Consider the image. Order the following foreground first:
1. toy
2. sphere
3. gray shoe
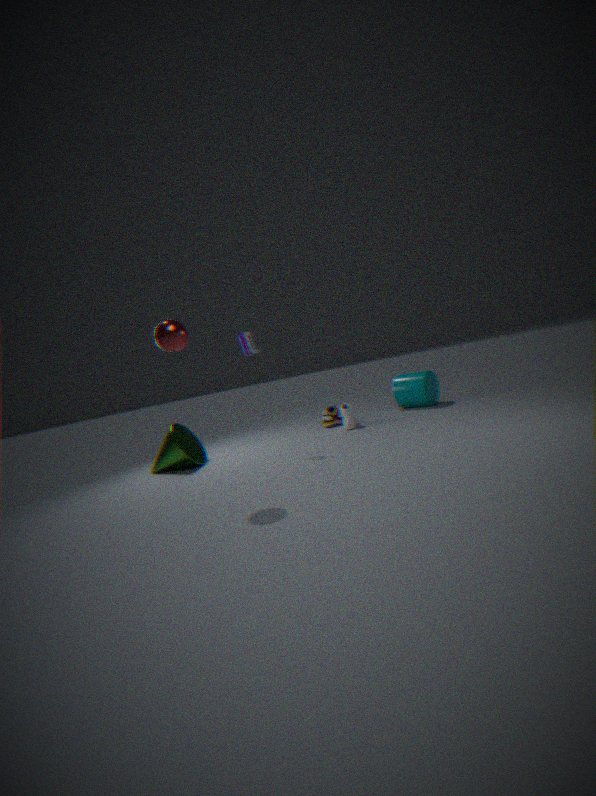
1. sphere
2. toy
3. gray shoe
